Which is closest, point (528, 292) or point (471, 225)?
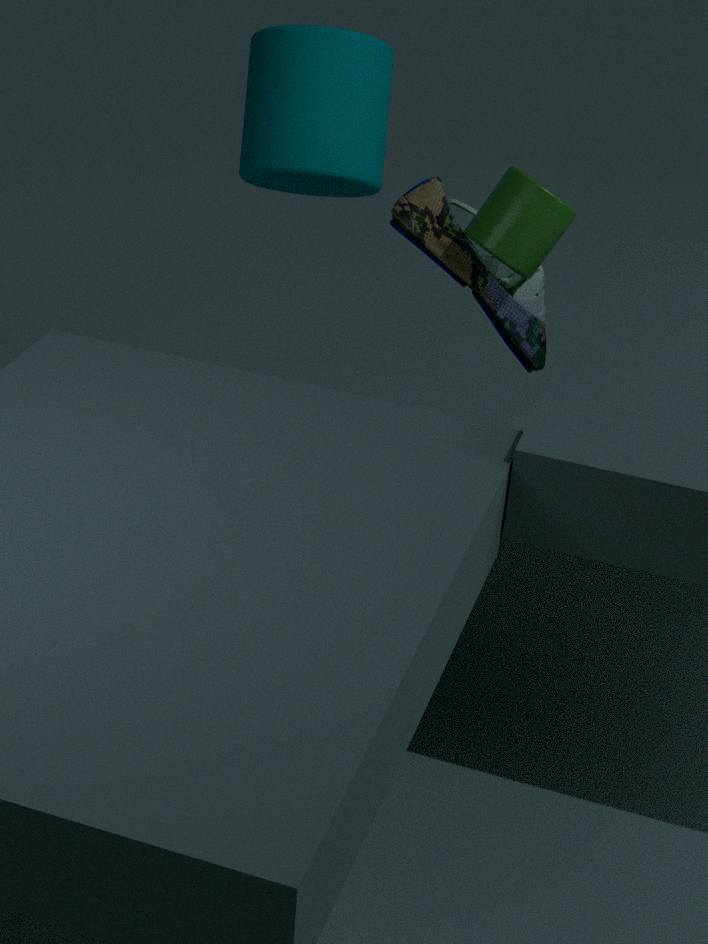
point (471, 225)
